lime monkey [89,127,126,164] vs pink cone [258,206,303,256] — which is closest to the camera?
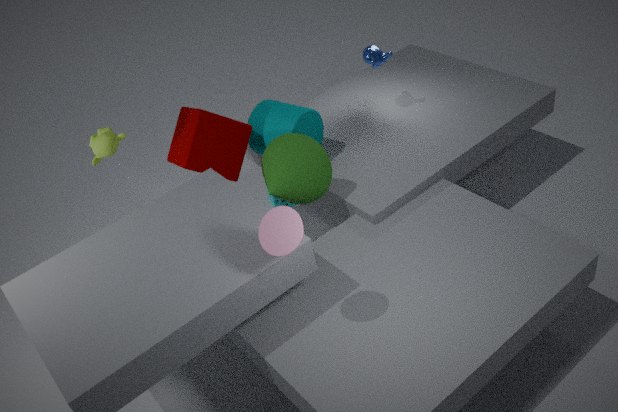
pink cone [258,206,303,256]
